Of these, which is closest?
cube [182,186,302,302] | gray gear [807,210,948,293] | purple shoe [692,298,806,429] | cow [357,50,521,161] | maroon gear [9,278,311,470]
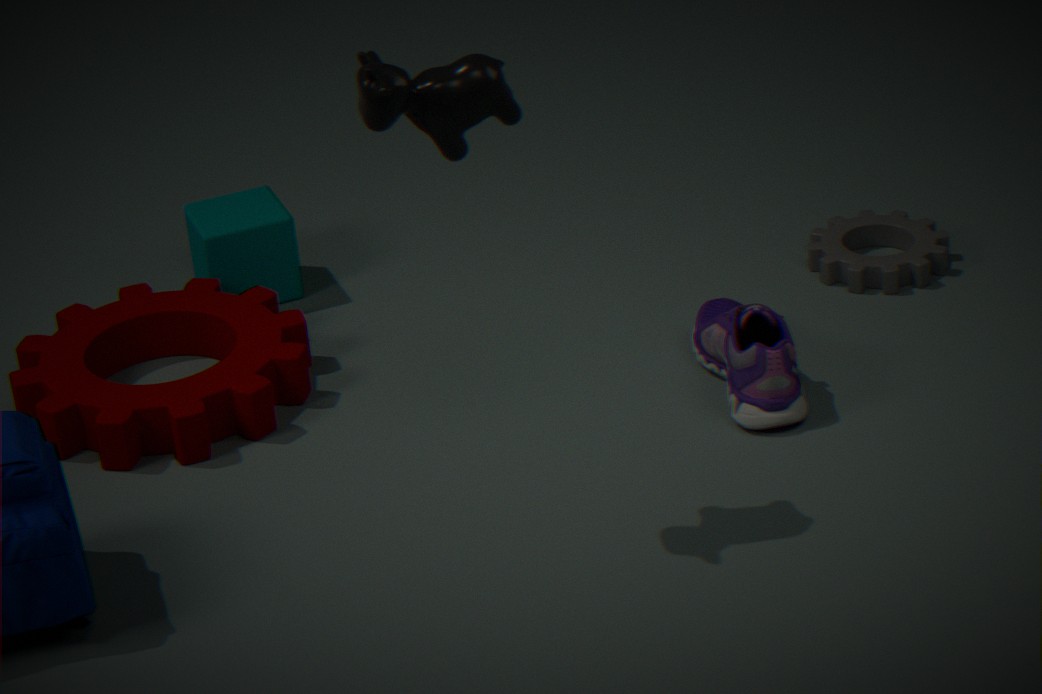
cow [357,50,521,161]
